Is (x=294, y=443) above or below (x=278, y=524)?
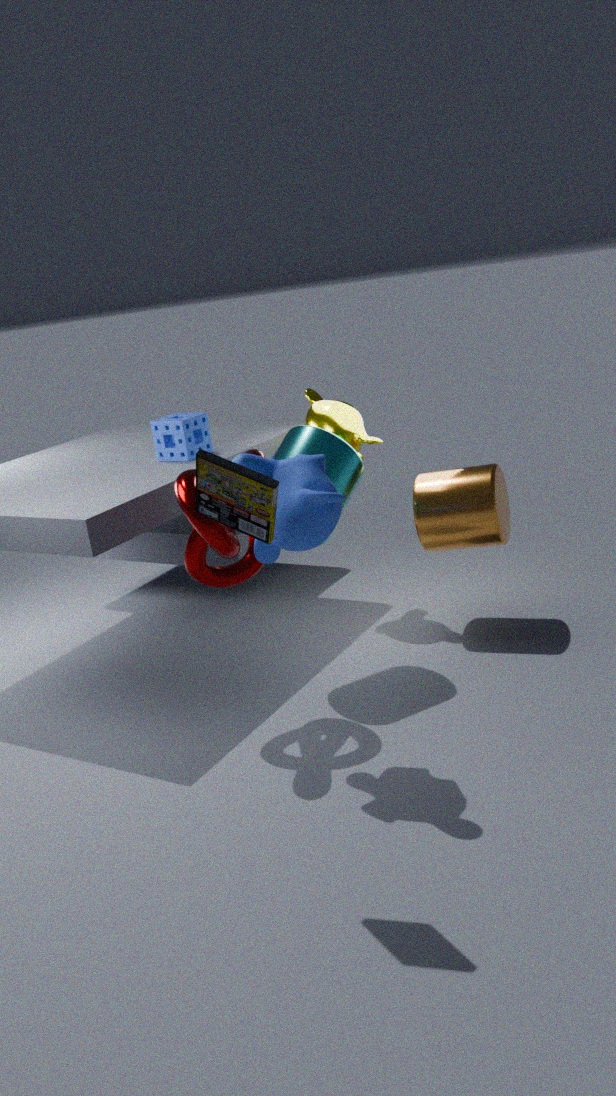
below
